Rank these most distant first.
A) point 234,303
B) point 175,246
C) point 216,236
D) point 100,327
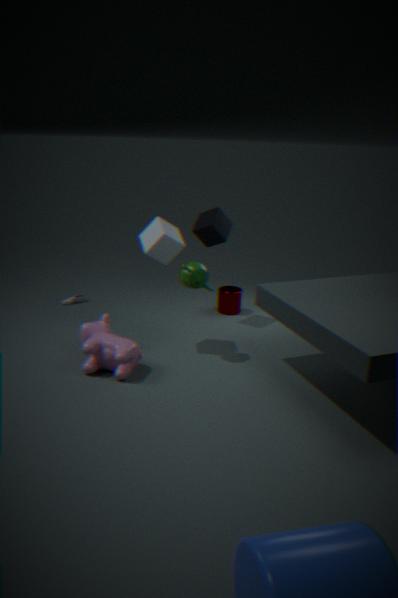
point 234,303 → point 216,236 → point 100,327 → point 175,246
